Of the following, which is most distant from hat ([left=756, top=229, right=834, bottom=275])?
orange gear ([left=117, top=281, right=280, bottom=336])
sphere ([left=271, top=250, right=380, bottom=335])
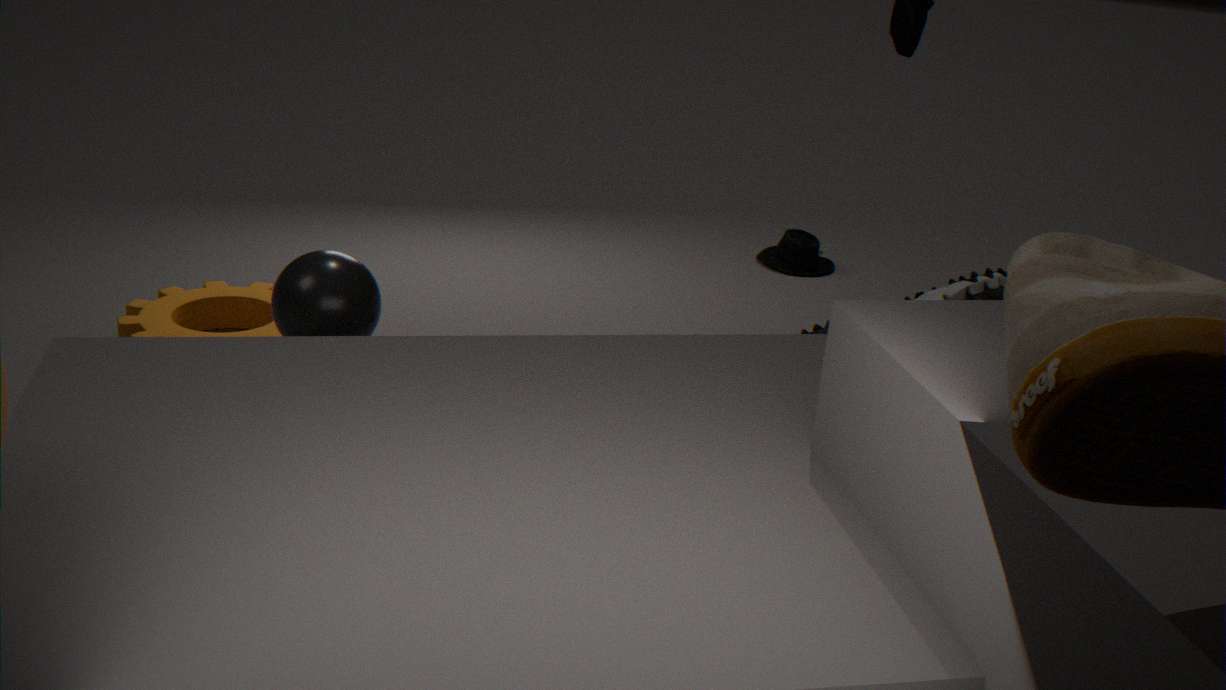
sphere ([left=271, top=250, right=380, bottom=335])
